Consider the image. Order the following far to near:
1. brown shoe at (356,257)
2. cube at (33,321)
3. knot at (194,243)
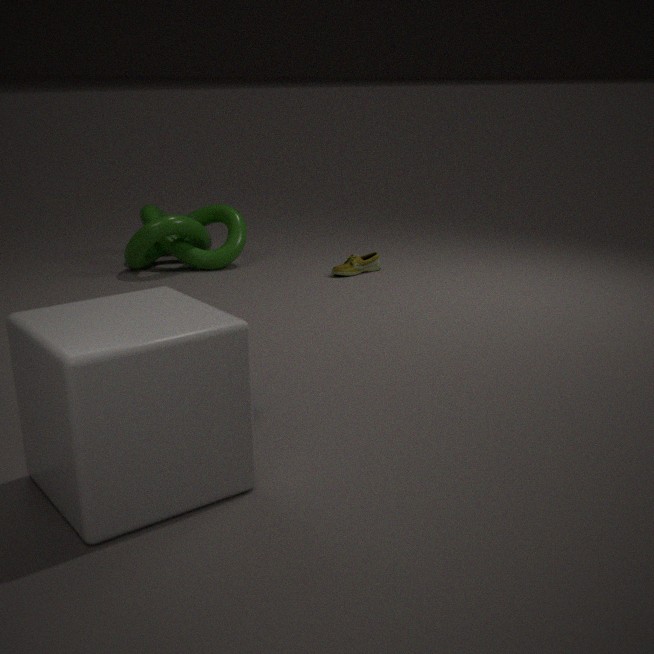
knot at (194,243) < brown shoe at (356,257) < cube at (33,321)
